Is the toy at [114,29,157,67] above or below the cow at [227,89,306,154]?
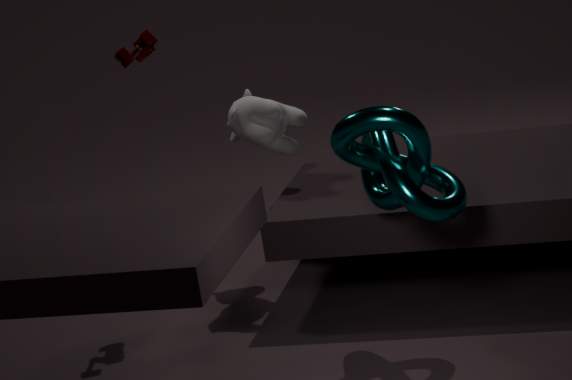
above
